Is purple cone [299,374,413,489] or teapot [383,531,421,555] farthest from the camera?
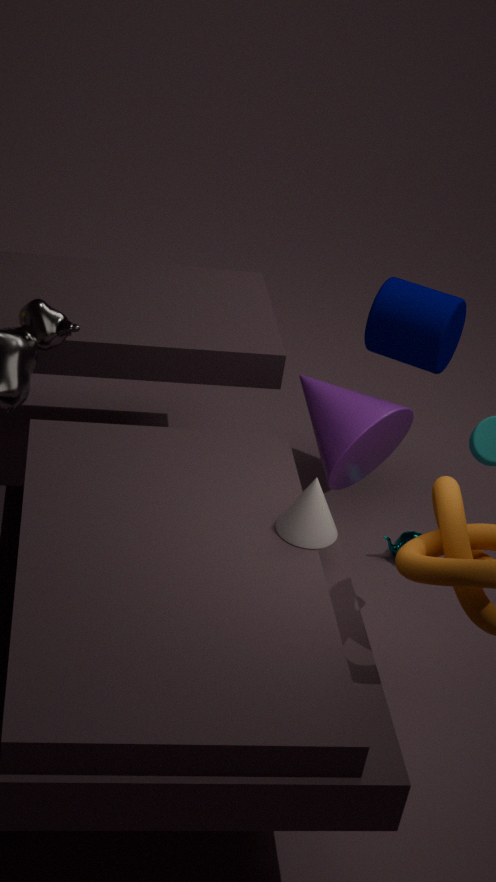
teapot [383,531,421,555]
